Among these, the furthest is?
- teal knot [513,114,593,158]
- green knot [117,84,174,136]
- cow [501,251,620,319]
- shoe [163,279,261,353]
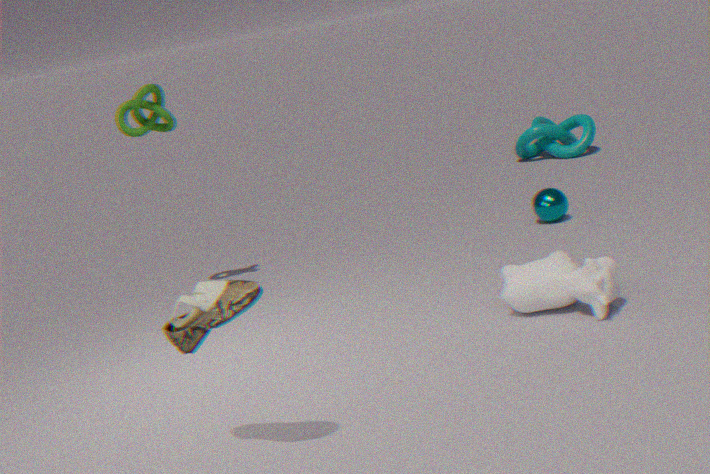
teal knot [513,114,593,158]
